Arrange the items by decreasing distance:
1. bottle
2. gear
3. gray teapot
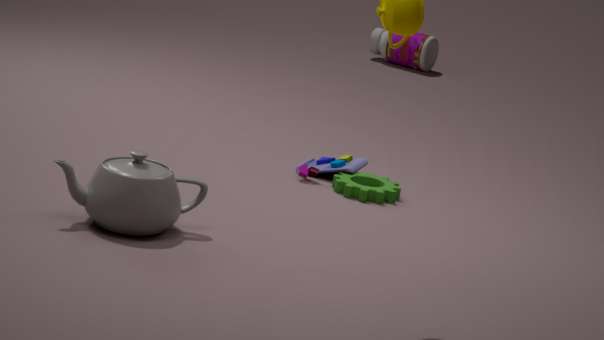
bottle
gear
gray teapot
